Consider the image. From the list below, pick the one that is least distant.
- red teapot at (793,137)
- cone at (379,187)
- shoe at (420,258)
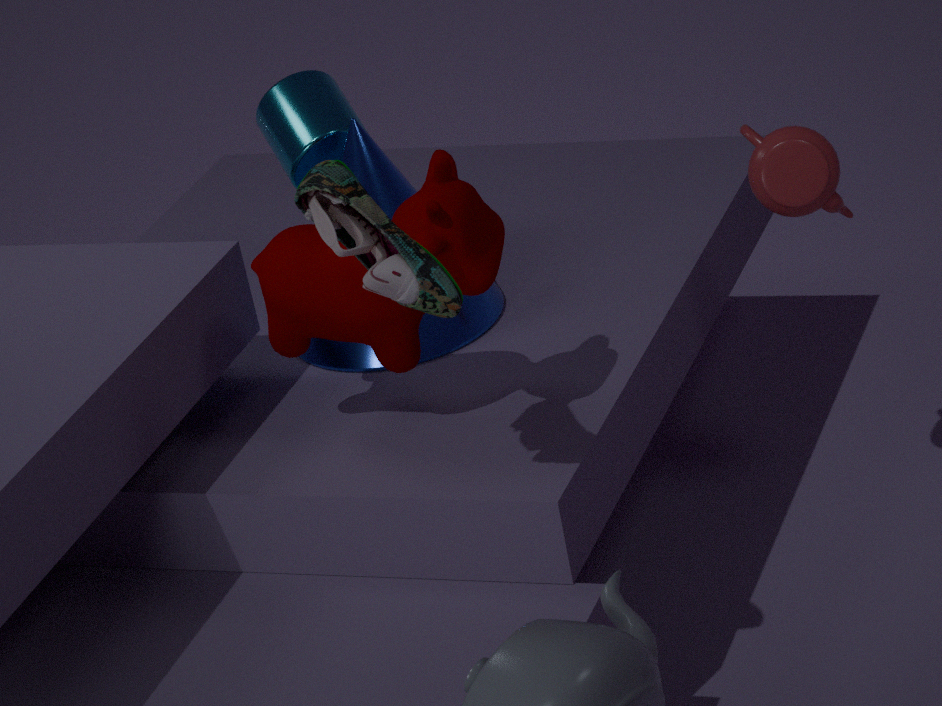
shoe at (420,258)
